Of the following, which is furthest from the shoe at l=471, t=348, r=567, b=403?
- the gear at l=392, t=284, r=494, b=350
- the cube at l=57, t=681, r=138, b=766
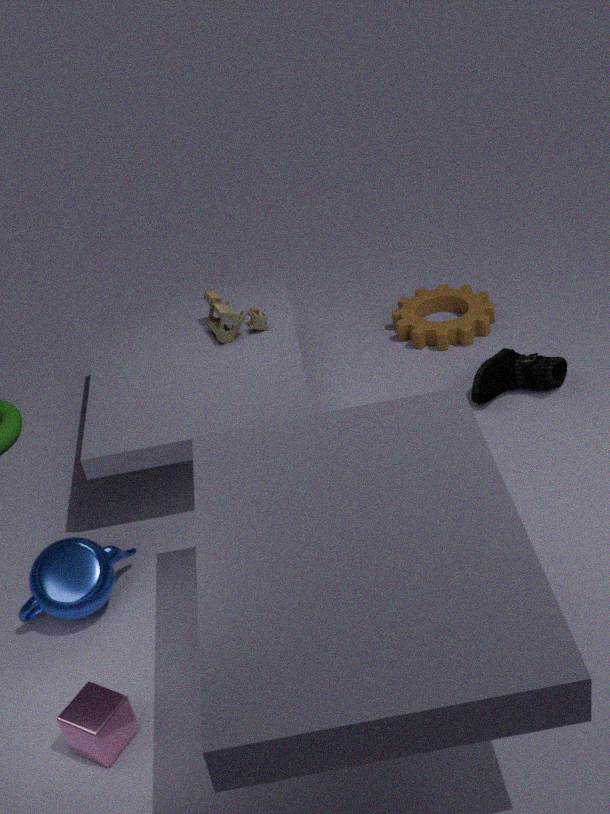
the cube at l=57, t=681, r=138, b=766
